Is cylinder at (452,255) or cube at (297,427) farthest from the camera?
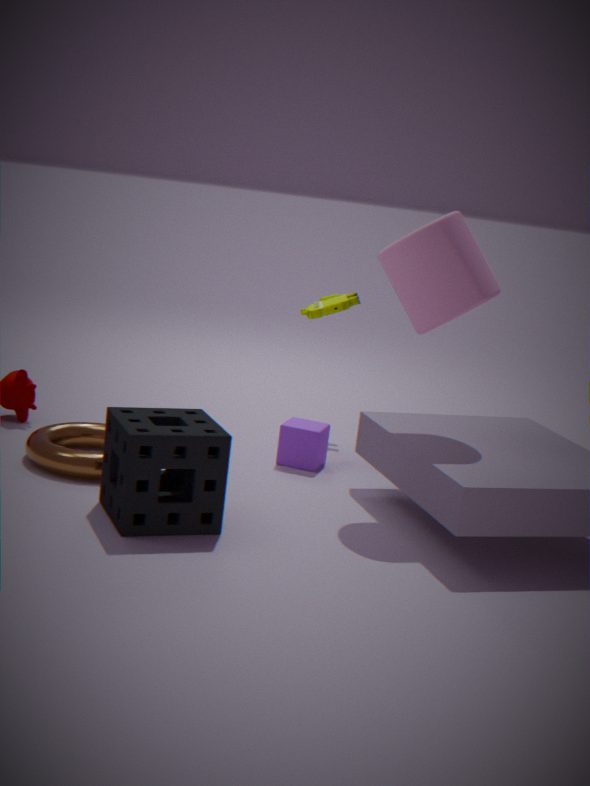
cube at (297,427)
